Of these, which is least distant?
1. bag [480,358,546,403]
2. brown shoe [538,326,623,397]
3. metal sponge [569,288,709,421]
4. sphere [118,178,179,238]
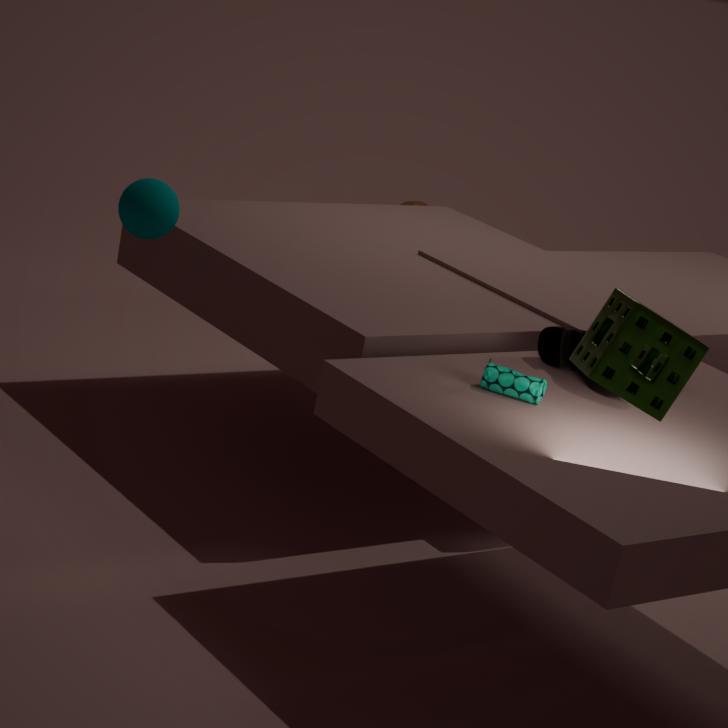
metal sponge [569,288,709,421]
